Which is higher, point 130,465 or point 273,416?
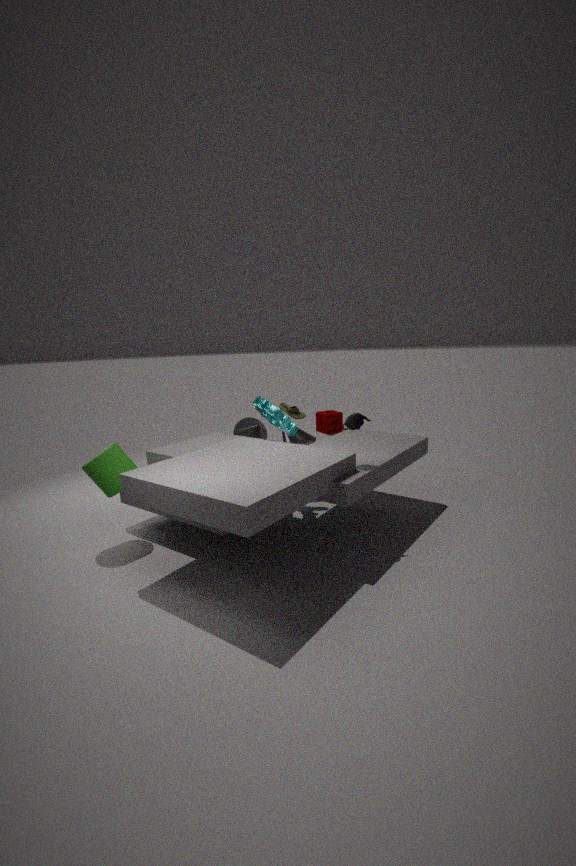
point 273,416
